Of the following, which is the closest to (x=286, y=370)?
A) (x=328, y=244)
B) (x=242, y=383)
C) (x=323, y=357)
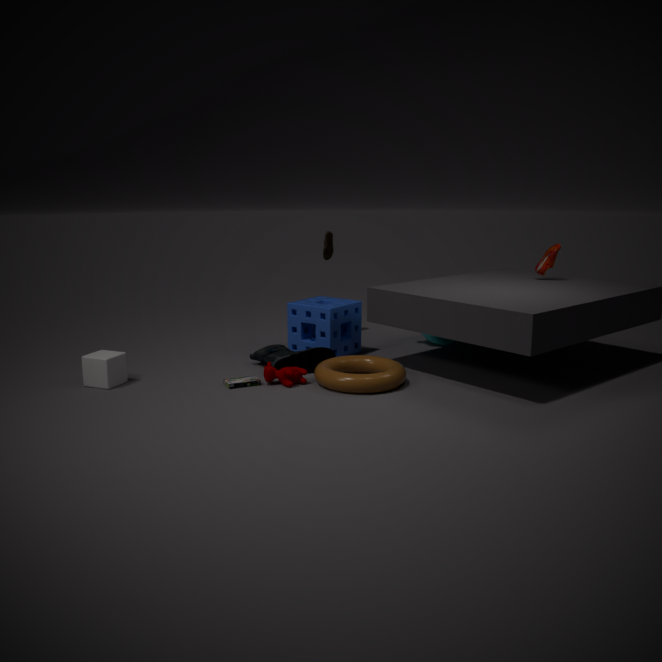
(x=242, y=383)
